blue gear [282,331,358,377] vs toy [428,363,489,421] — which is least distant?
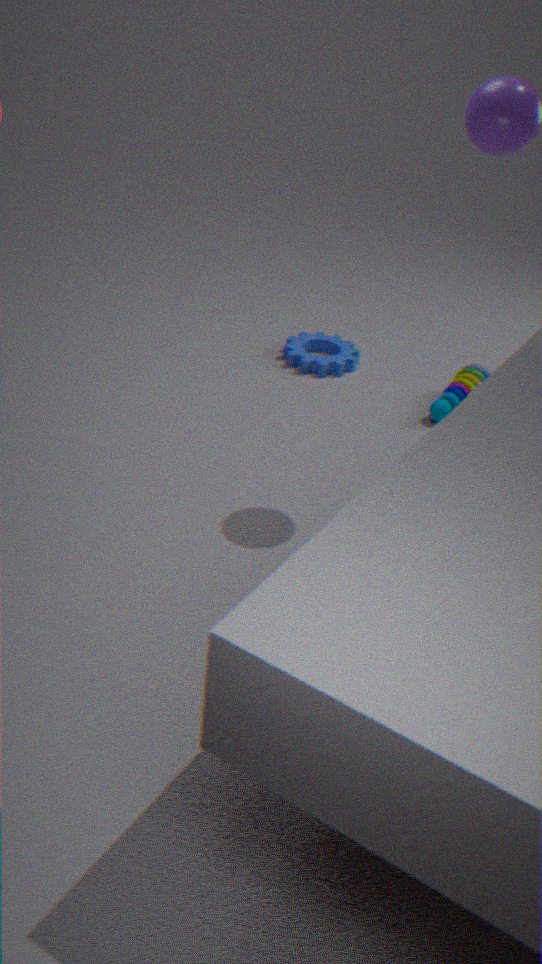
toy [428,363,489,421]
